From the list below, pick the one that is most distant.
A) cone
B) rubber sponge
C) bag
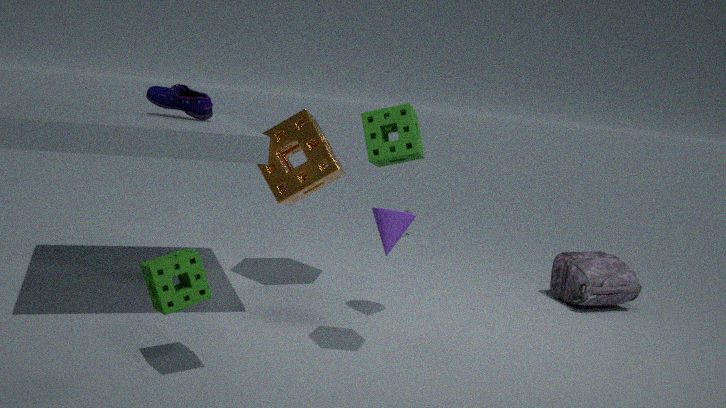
bag
